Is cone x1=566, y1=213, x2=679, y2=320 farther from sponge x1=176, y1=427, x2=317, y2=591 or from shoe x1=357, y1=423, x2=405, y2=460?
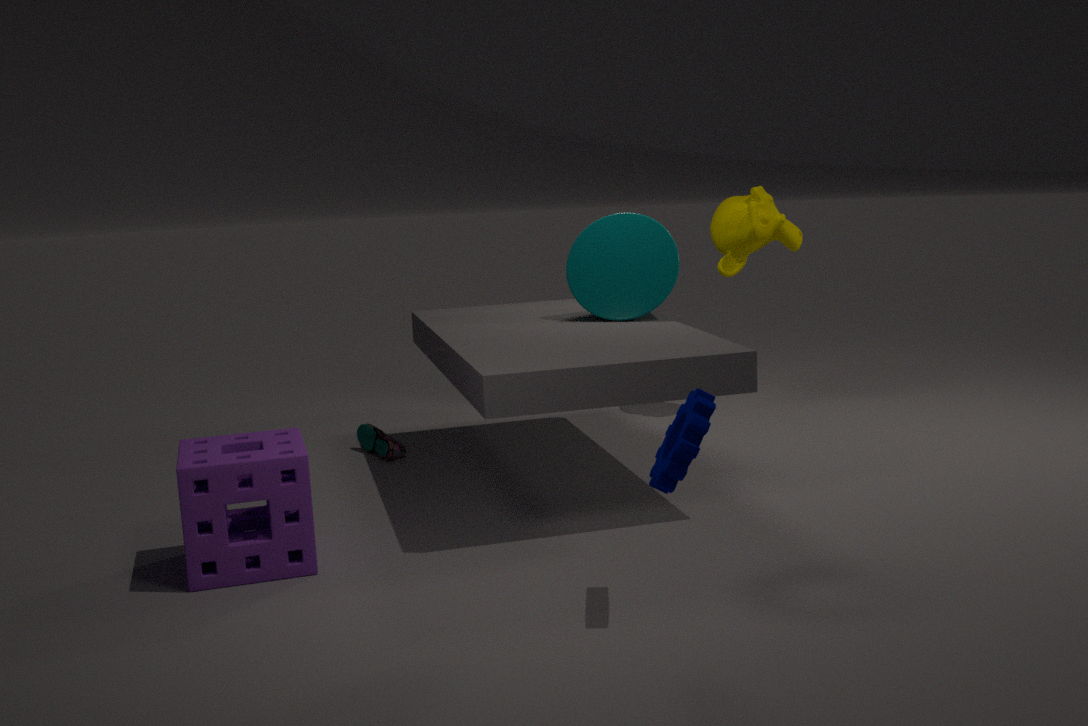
sponge x1=176, y1=427, x2=317, y2=591
